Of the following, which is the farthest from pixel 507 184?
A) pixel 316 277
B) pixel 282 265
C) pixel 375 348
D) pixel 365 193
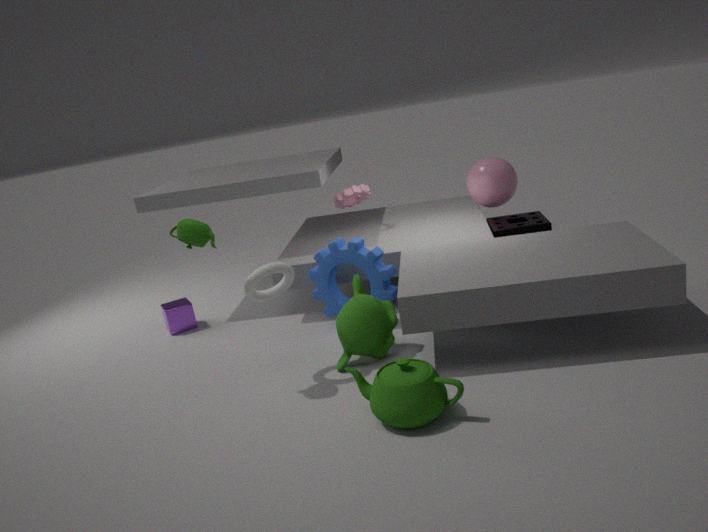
pixel 282 265
